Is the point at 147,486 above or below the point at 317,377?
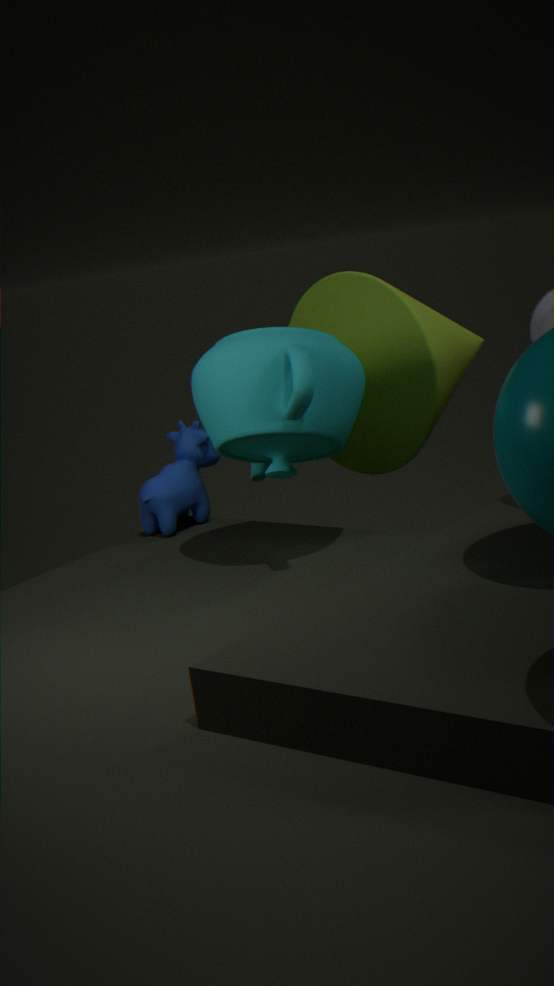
below
